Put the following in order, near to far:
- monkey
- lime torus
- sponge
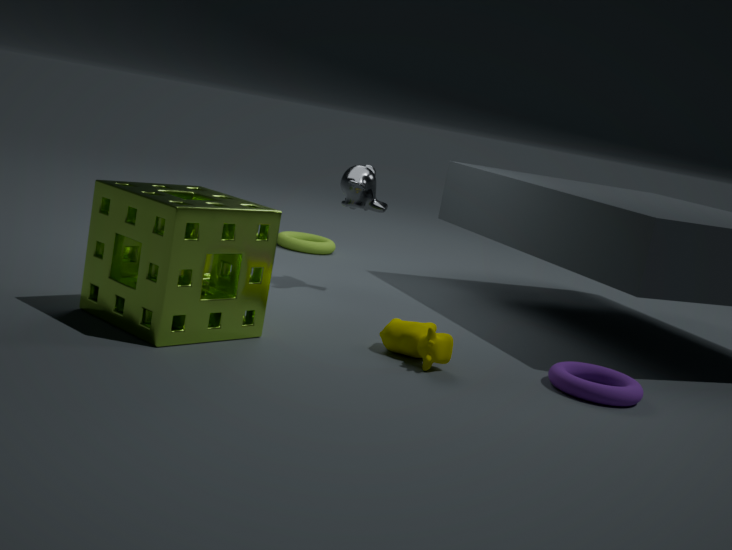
sponge
monkey
lime torus
